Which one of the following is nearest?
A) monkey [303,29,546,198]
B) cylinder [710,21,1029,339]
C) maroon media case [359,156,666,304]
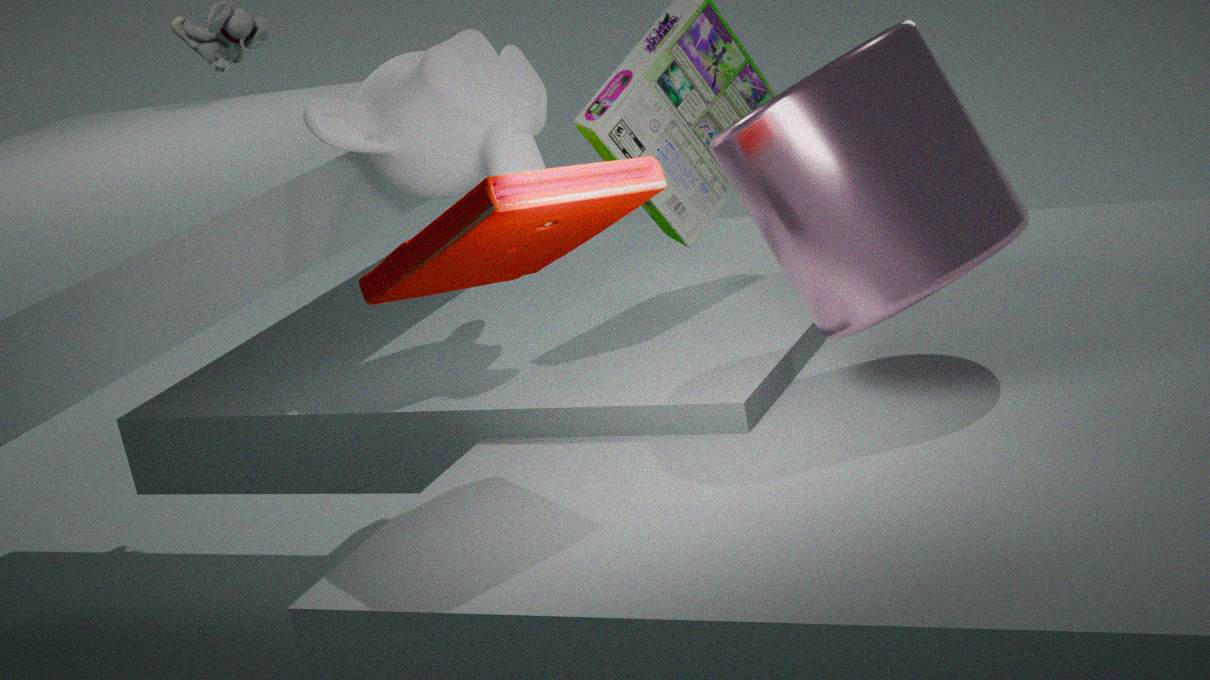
maroon media case [359,156,666,304]
